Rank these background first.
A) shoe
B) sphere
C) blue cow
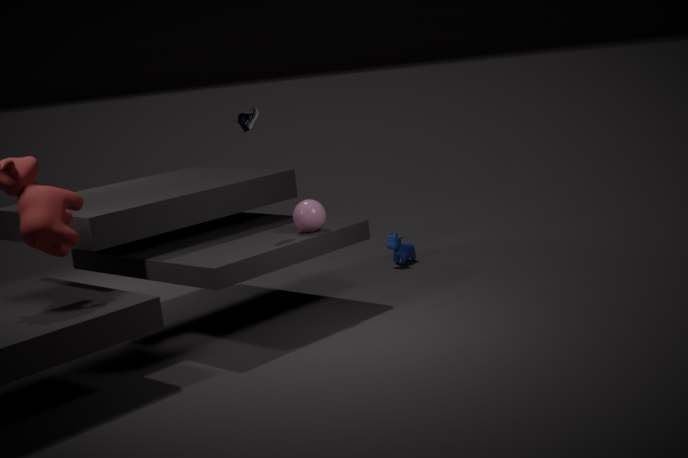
blue cow, sphere, shoe
